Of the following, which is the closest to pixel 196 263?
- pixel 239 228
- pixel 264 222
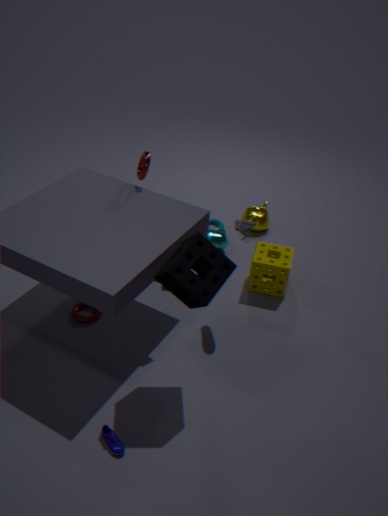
pixel 239 228
